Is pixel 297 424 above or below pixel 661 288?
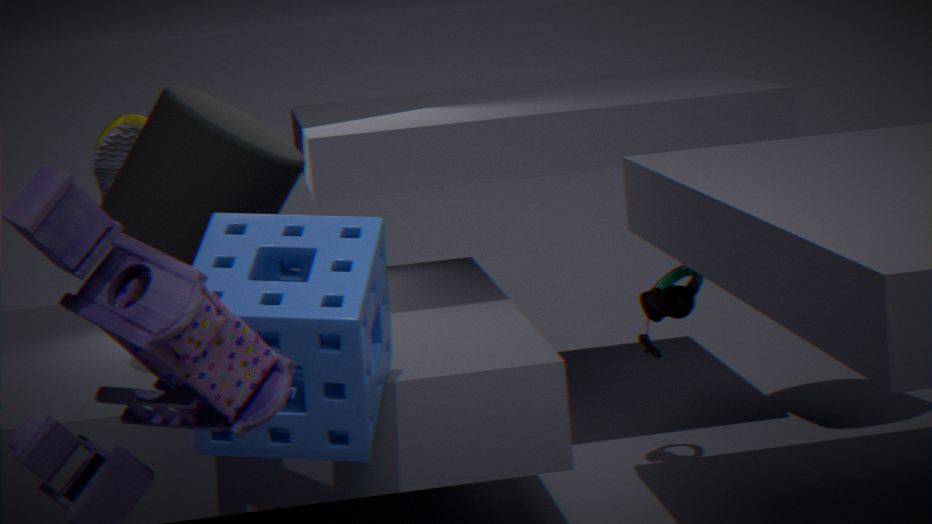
above
